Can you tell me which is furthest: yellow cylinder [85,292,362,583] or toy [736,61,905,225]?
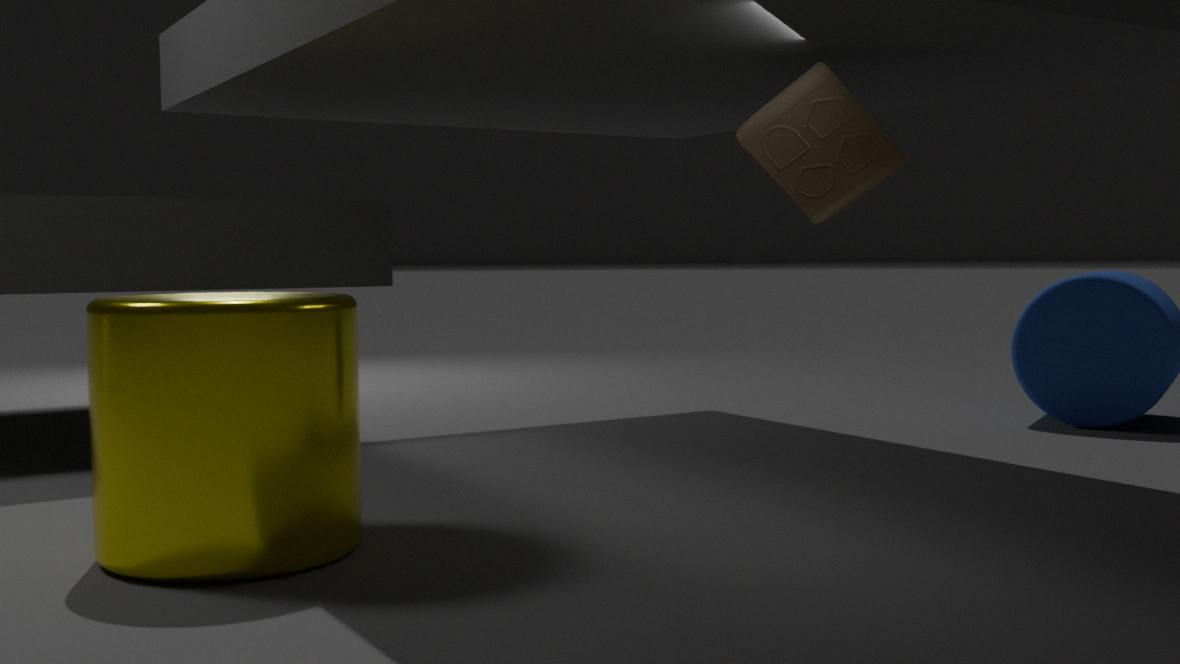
toy [736,61,905,225]
